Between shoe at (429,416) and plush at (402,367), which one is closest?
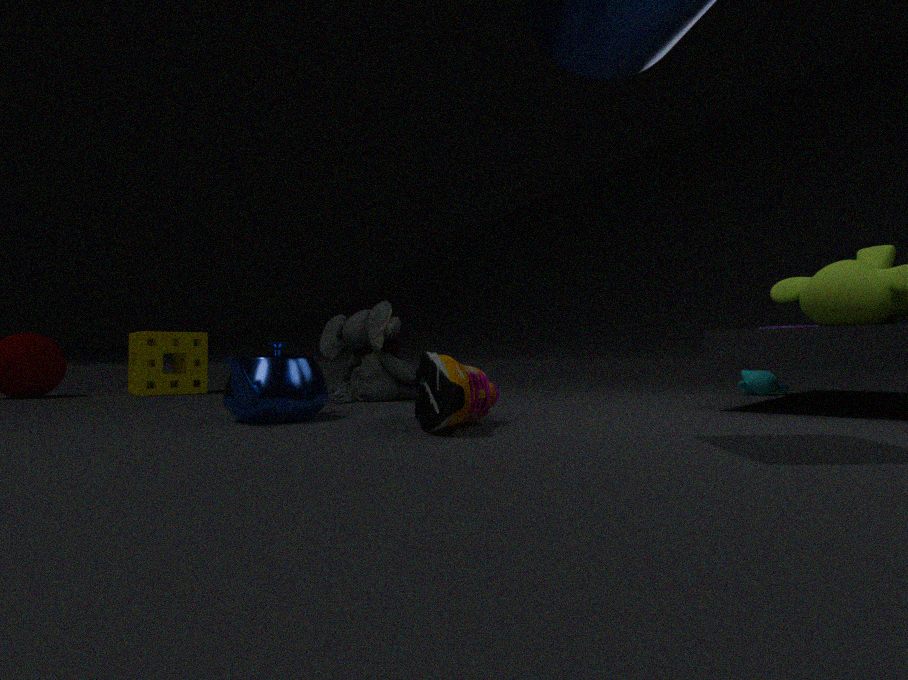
shoe at (429,416)
